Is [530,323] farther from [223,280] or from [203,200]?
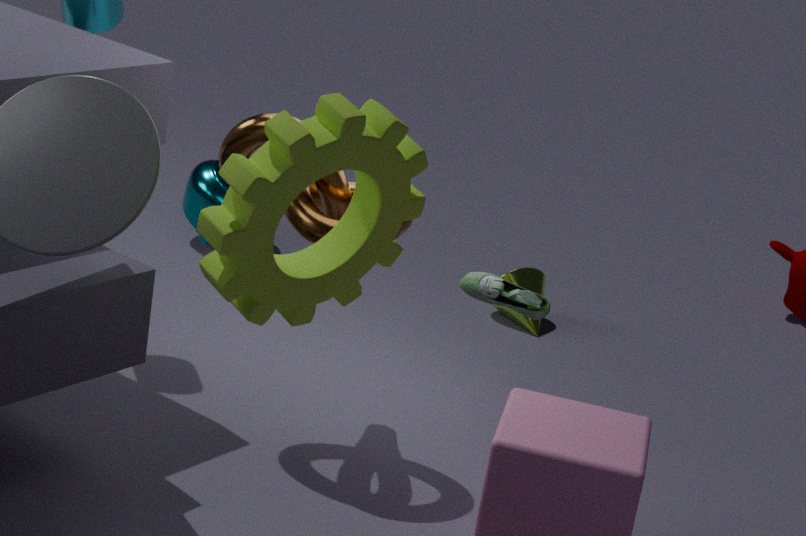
[223,280]
